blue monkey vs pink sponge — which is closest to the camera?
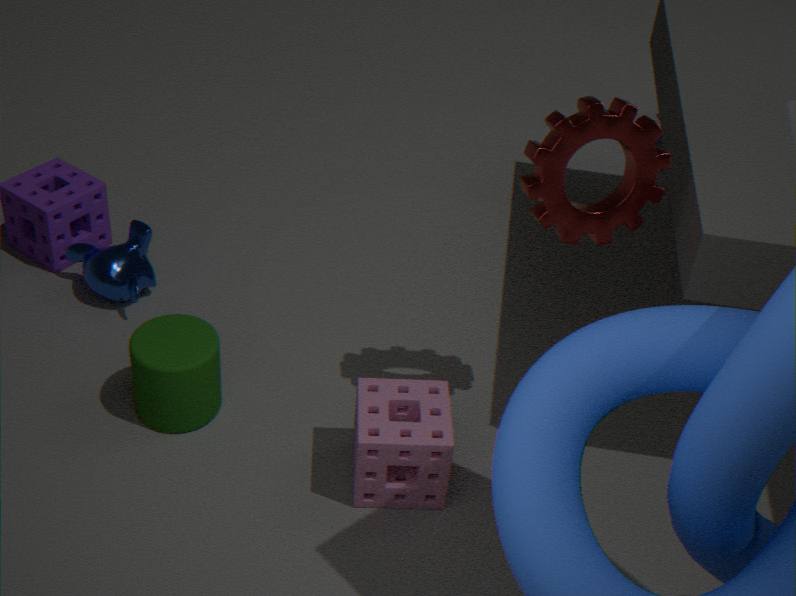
pink sponge
